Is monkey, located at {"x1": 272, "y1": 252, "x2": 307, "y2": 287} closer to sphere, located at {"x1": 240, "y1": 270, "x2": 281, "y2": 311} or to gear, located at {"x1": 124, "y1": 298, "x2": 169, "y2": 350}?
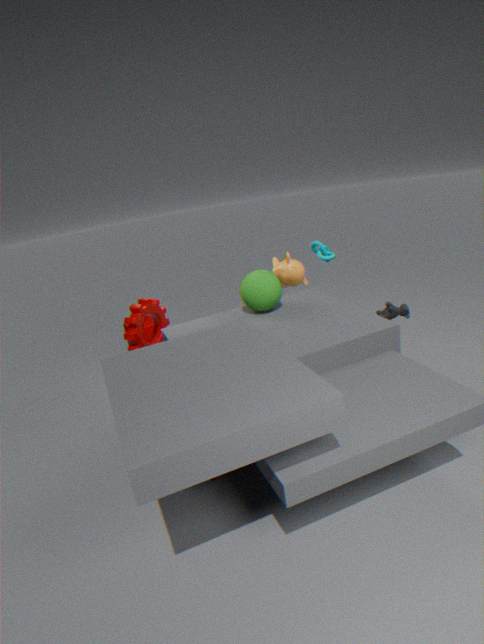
sphere, located at {"x1": 240, "y1": 270, "x2": 281, "y2": 311}
